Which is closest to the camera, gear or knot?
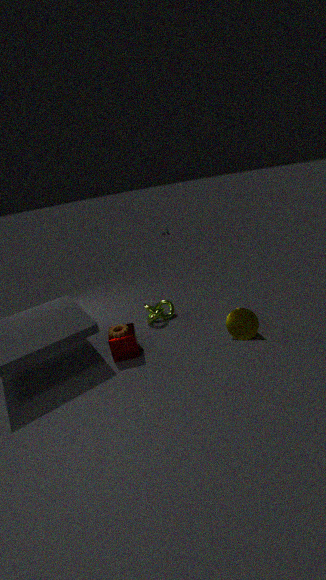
gear
